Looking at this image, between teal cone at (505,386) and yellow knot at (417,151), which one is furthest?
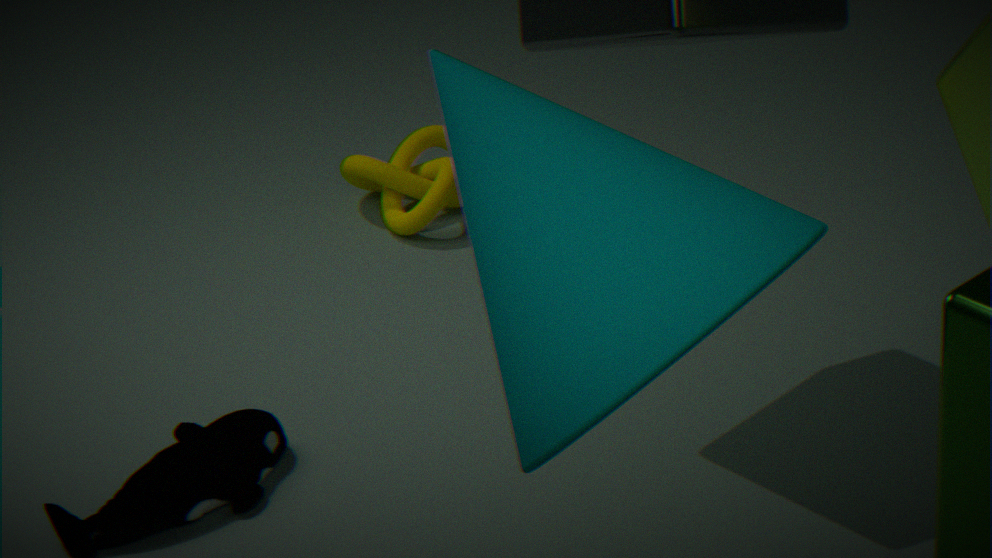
yellow knot at (417,151)
